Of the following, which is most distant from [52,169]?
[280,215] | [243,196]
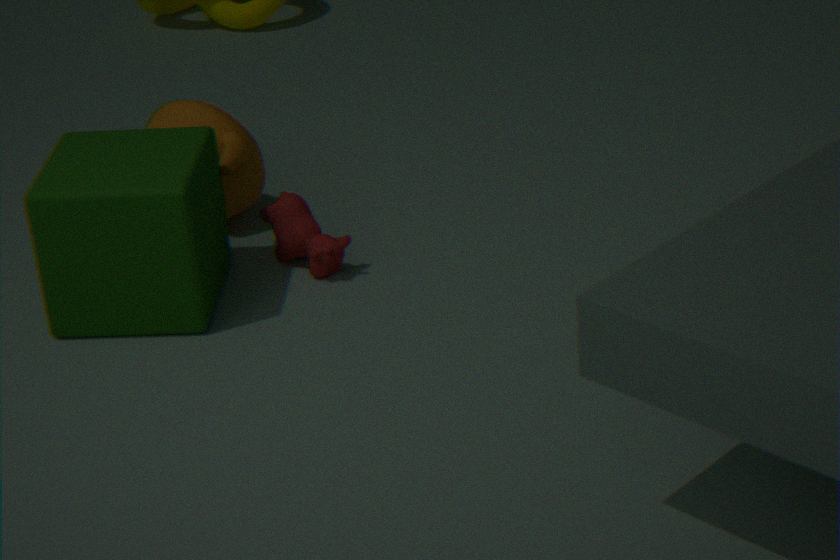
[243,196]
